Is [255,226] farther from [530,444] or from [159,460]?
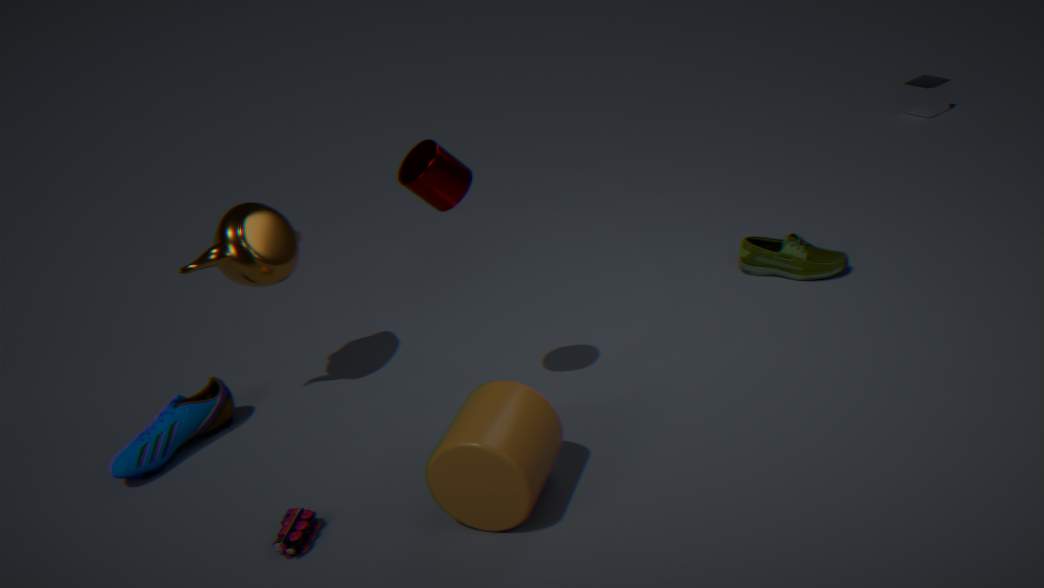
[530,444]
